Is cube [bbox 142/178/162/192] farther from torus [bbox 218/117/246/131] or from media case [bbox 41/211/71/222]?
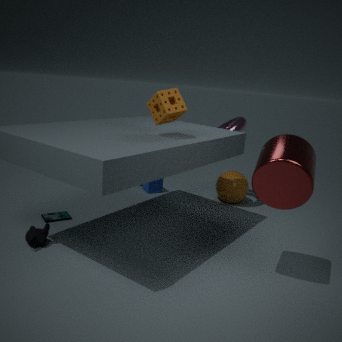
media case [bbox 41/211/71/222]
